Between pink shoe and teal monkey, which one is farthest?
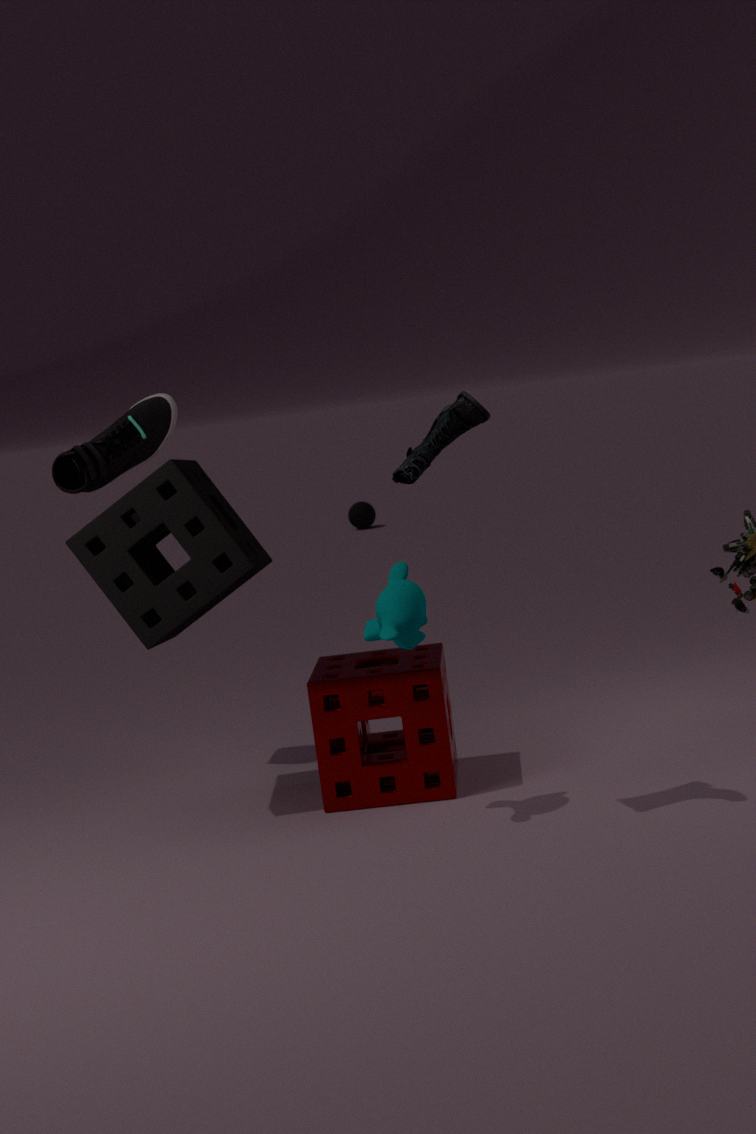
pink shoe
